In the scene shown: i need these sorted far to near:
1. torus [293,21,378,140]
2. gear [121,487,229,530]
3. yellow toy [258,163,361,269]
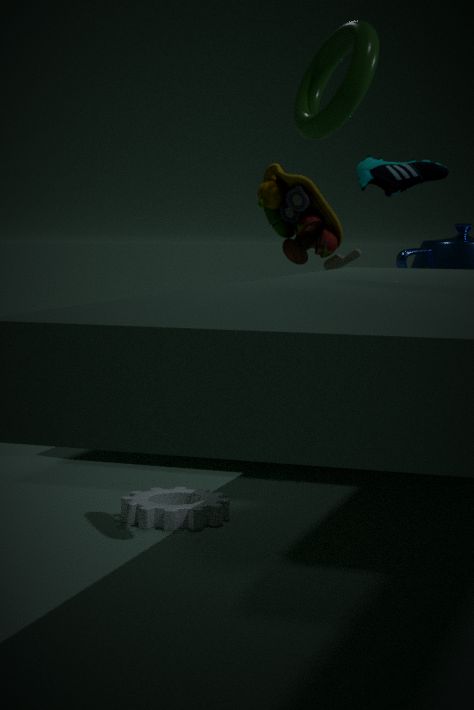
yellow toy [258,163,361,269], gear [121,487,229,530], torus [293,21,378,140]
